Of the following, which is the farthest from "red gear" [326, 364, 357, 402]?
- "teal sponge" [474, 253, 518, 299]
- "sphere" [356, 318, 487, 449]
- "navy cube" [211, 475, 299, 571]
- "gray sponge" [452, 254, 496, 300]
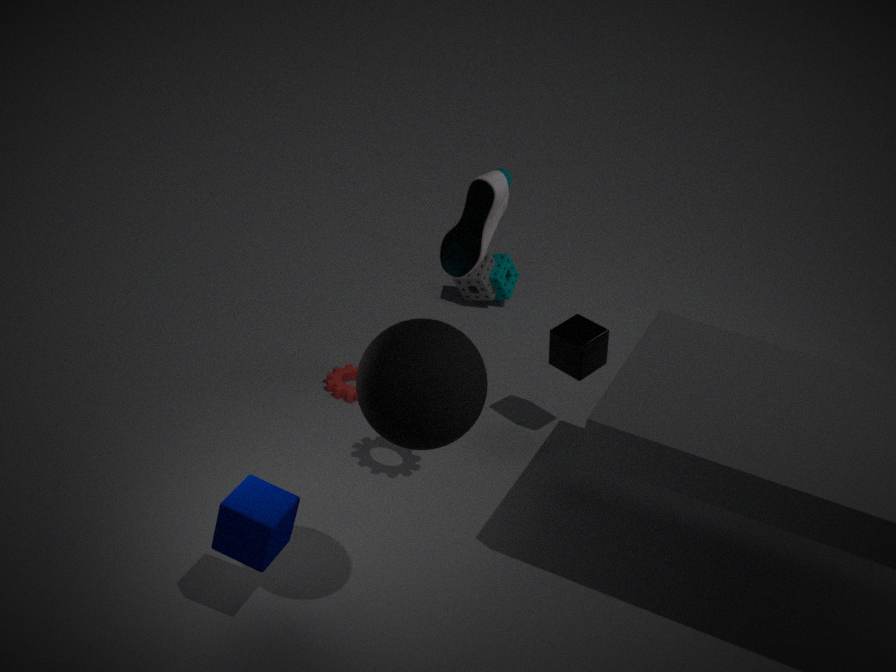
"sphere" [356, 318, 487, 449]
